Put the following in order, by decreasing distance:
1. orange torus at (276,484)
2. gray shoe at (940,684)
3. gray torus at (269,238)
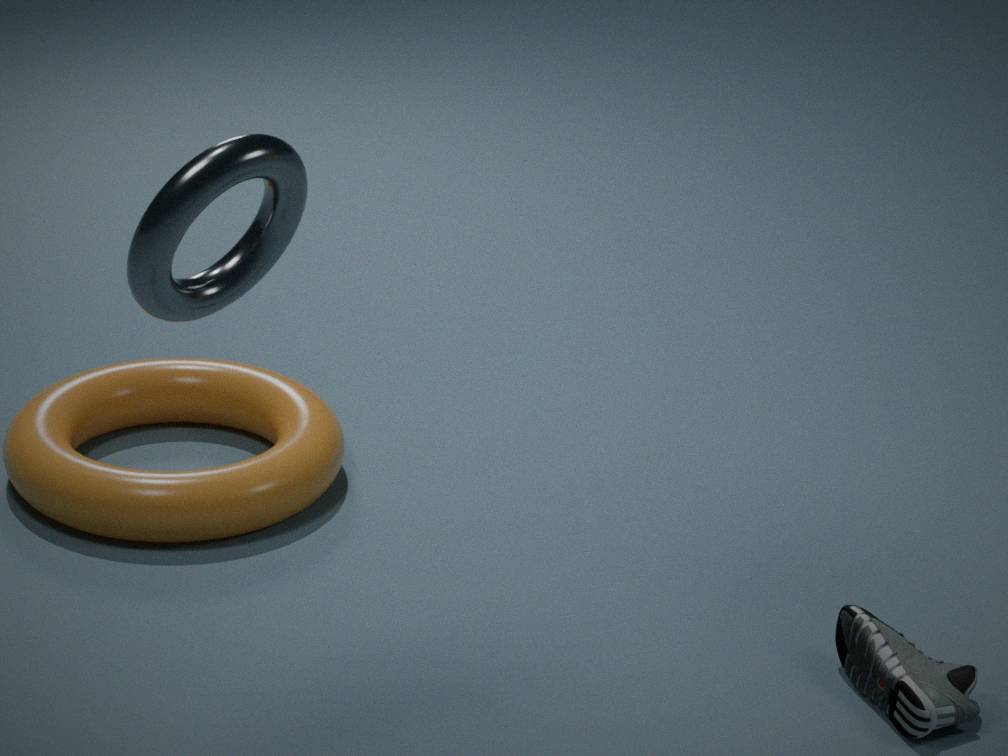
1. orange torus at (276,484)
2. gray shoe at (940,684)
3. gray torus at (269,238)
